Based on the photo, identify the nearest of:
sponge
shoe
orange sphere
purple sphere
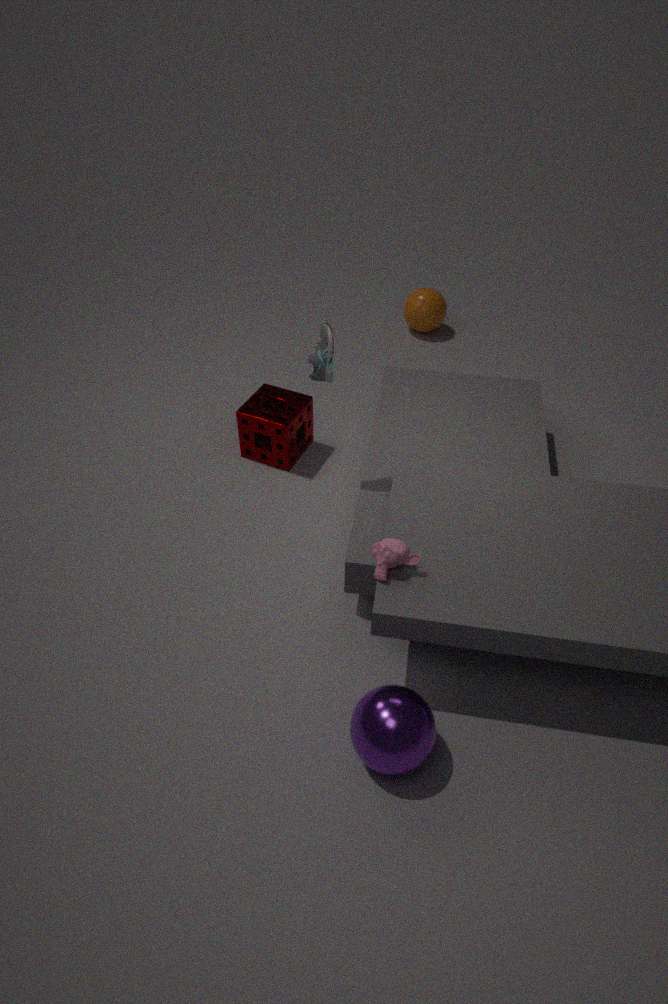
purple sphere
